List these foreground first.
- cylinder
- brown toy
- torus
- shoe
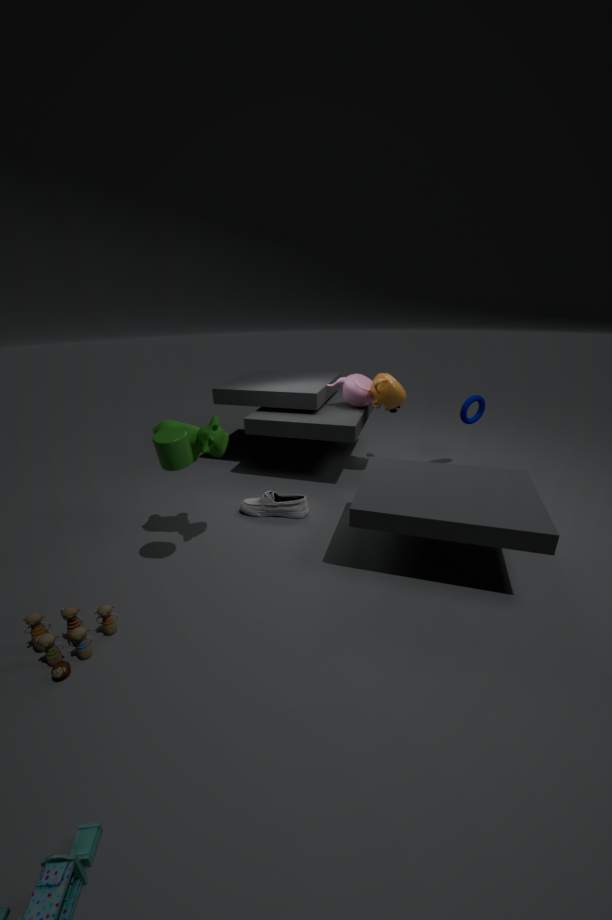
brown toy, cylinder, shoe, torus
